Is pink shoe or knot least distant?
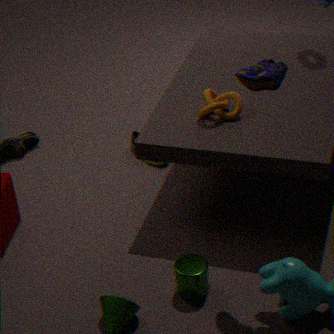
pink shoe
